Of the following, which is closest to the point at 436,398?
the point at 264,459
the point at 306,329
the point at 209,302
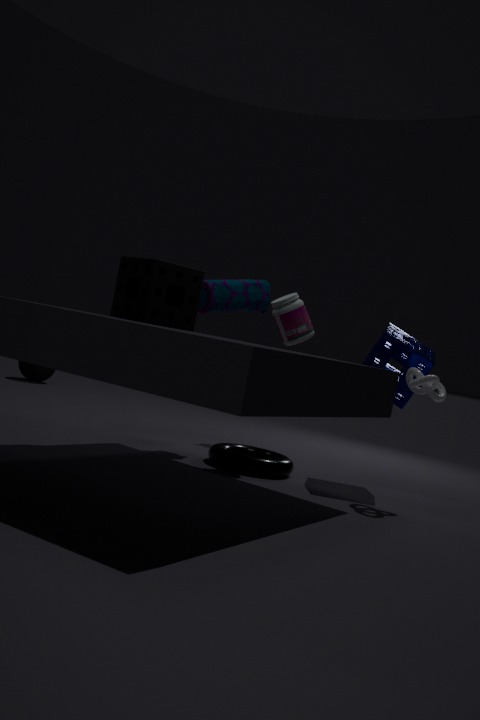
the point at 306,329
